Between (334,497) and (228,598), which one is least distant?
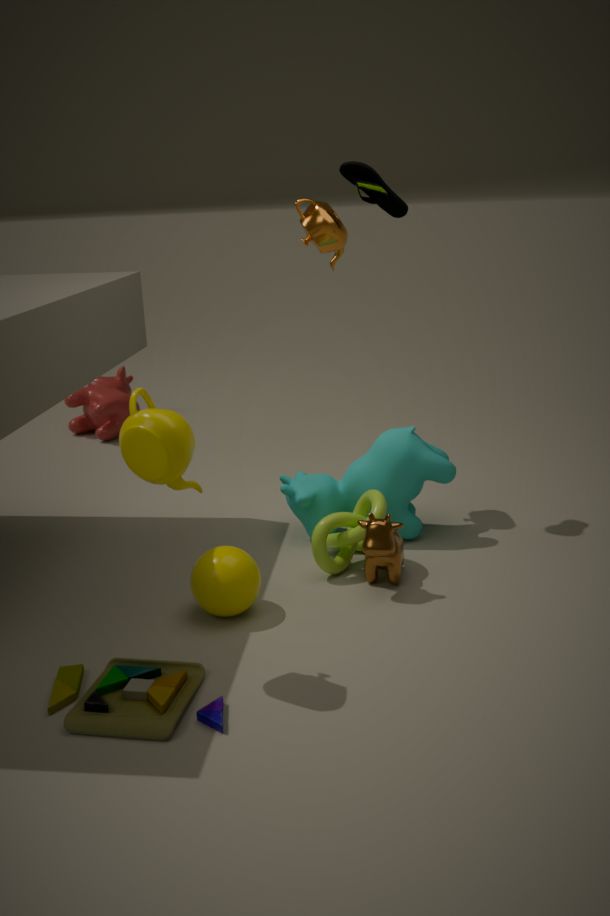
(228,598)
